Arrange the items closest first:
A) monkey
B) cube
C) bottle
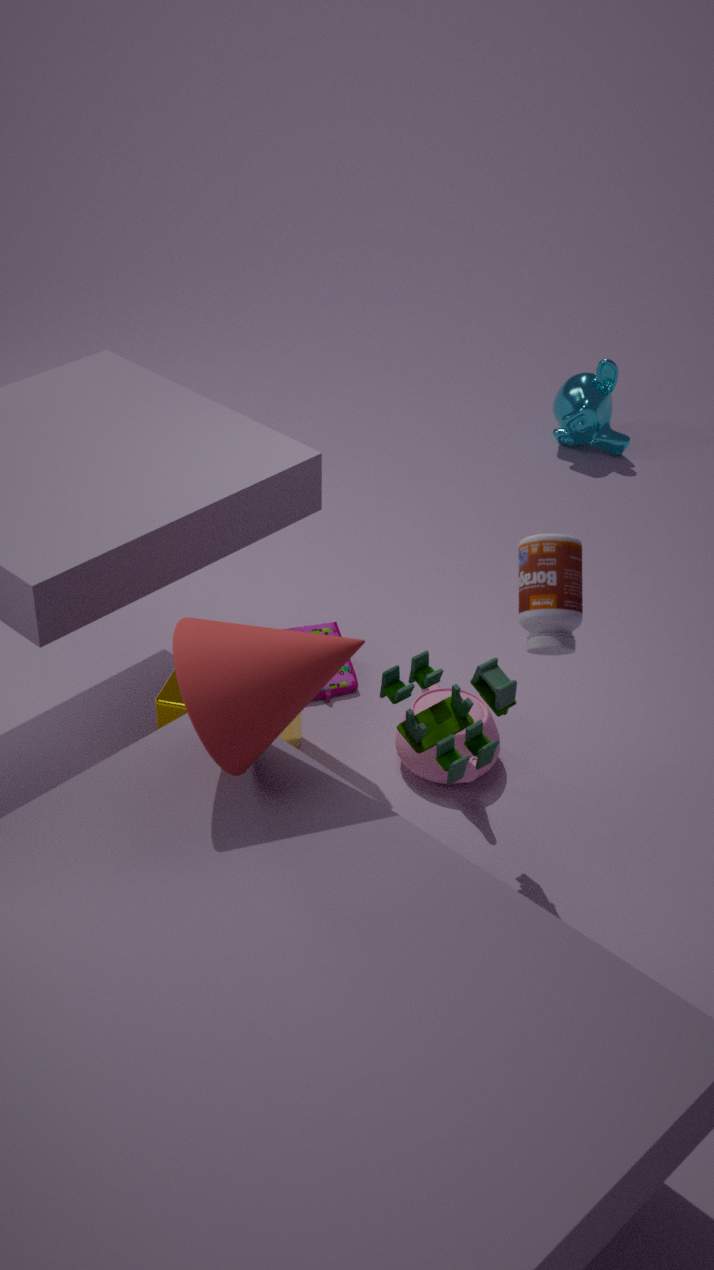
bottle
cube
monkey
